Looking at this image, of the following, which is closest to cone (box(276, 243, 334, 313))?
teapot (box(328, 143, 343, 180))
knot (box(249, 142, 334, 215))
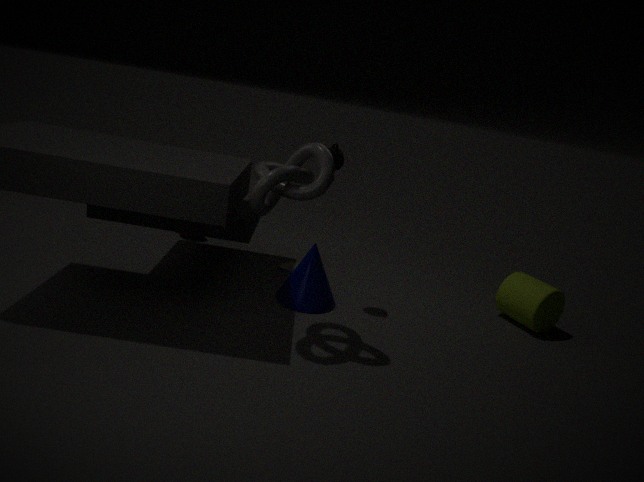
teapot (box(328, 143, 343, 180))
